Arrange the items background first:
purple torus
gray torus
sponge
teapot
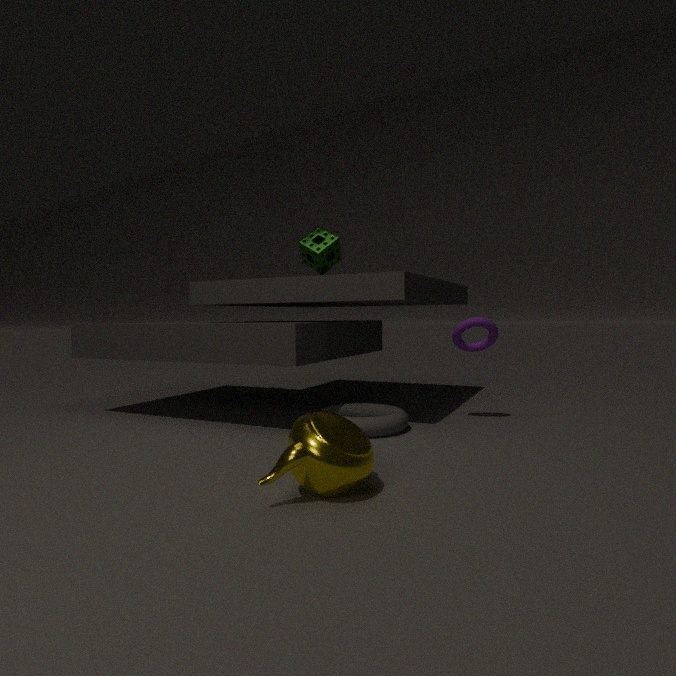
sponge, purple torus, gray torus, teapot
